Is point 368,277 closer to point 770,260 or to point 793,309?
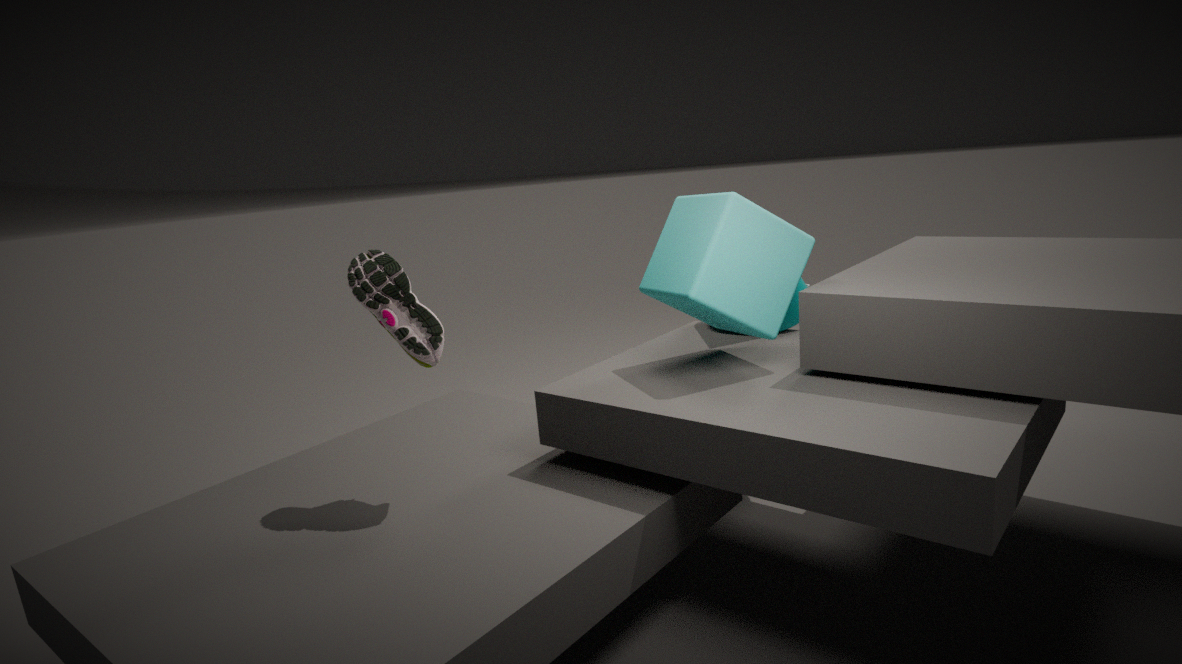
point 770,260
